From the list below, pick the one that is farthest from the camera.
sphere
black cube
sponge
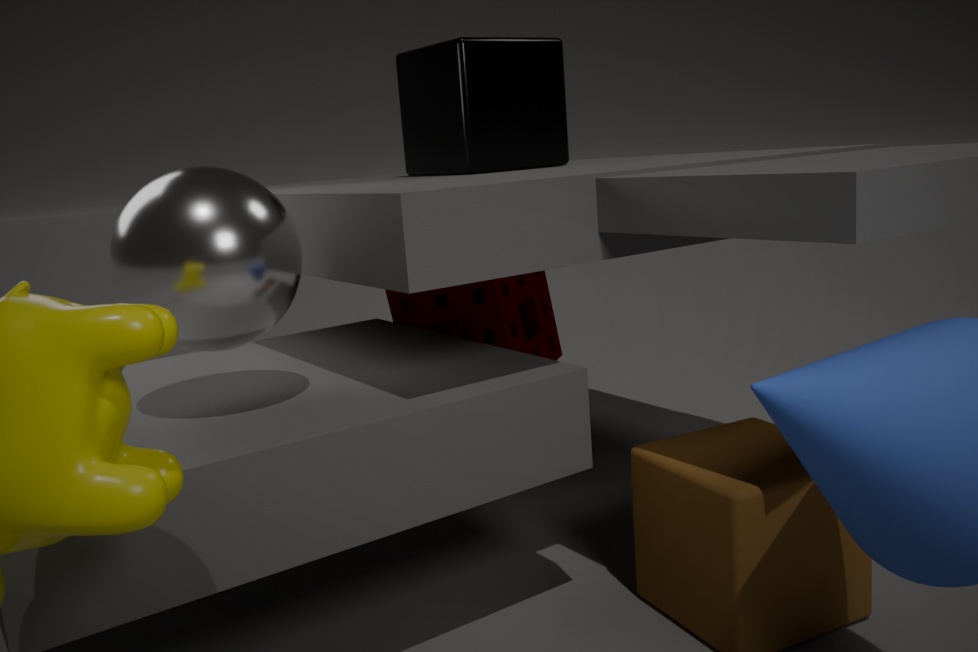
sponge
